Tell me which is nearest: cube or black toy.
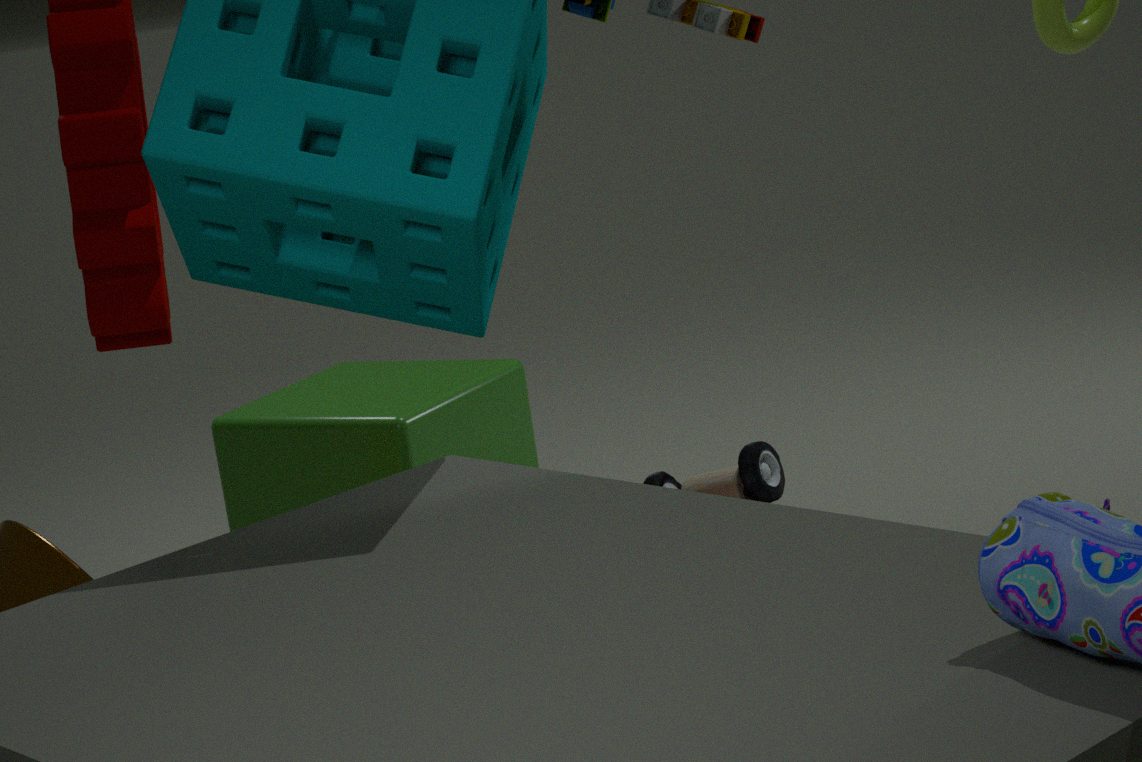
black toy
